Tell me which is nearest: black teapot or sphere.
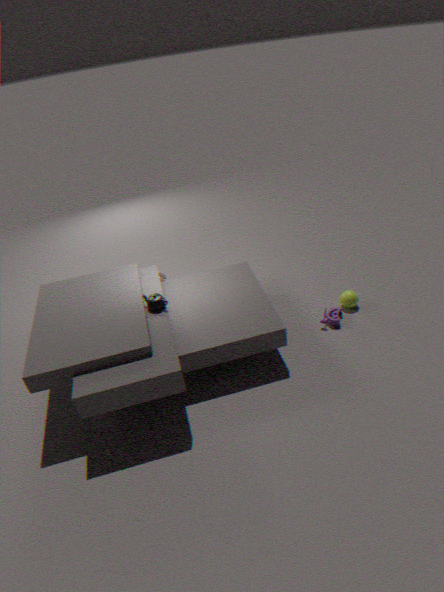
black teapot
